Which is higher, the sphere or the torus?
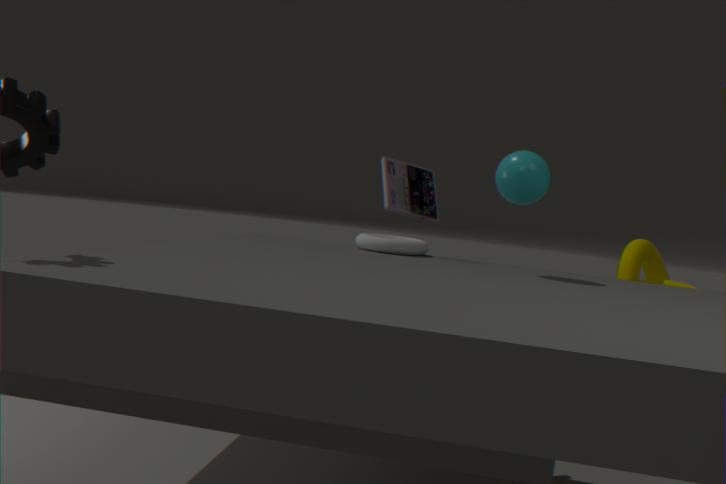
the sphere
